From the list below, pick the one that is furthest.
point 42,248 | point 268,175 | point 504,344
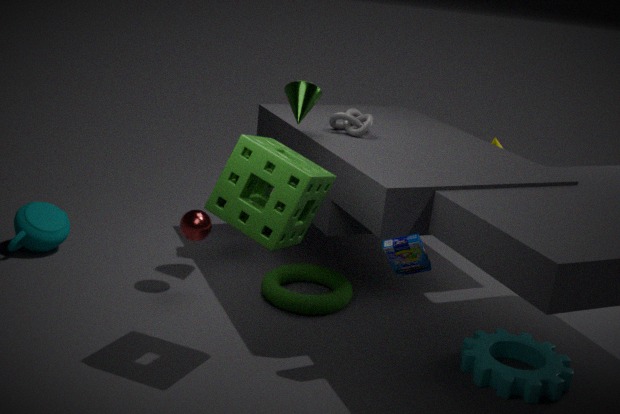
point 42,248
